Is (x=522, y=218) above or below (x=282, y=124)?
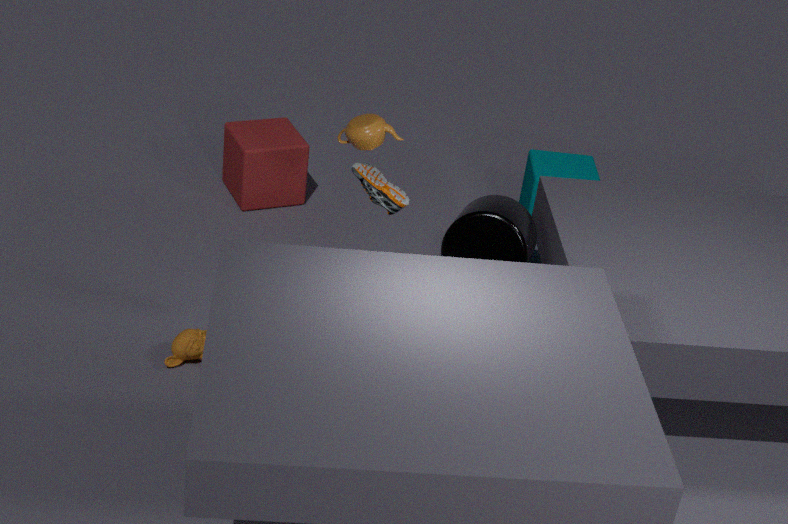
above
